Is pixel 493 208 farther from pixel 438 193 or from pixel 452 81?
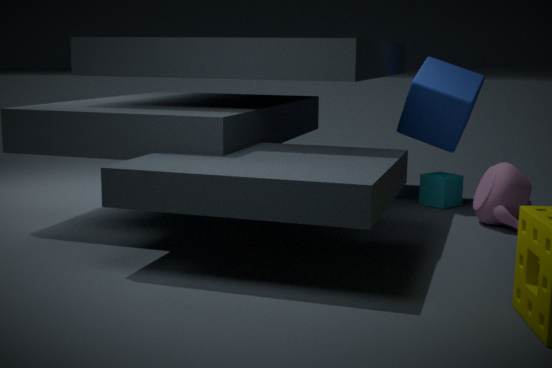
pixel 452 81
